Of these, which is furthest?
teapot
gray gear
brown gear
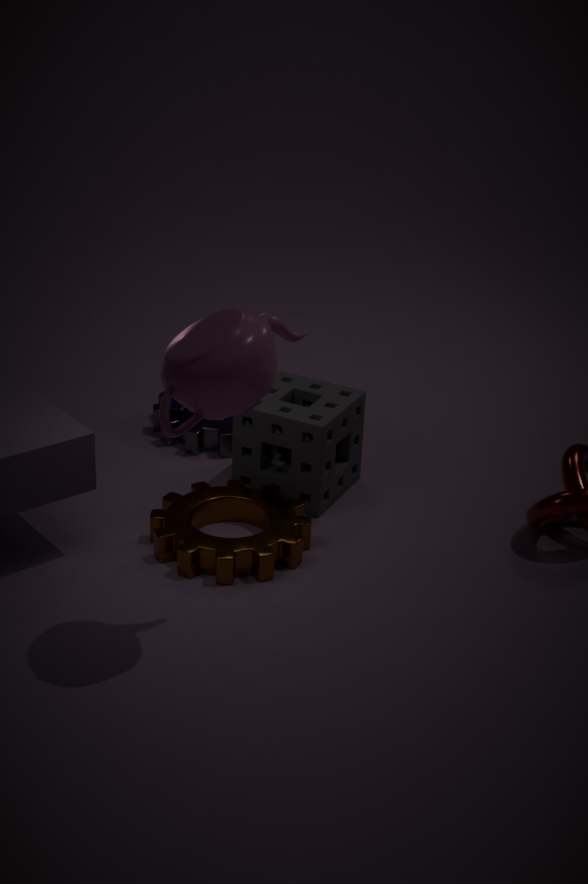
gray gear
